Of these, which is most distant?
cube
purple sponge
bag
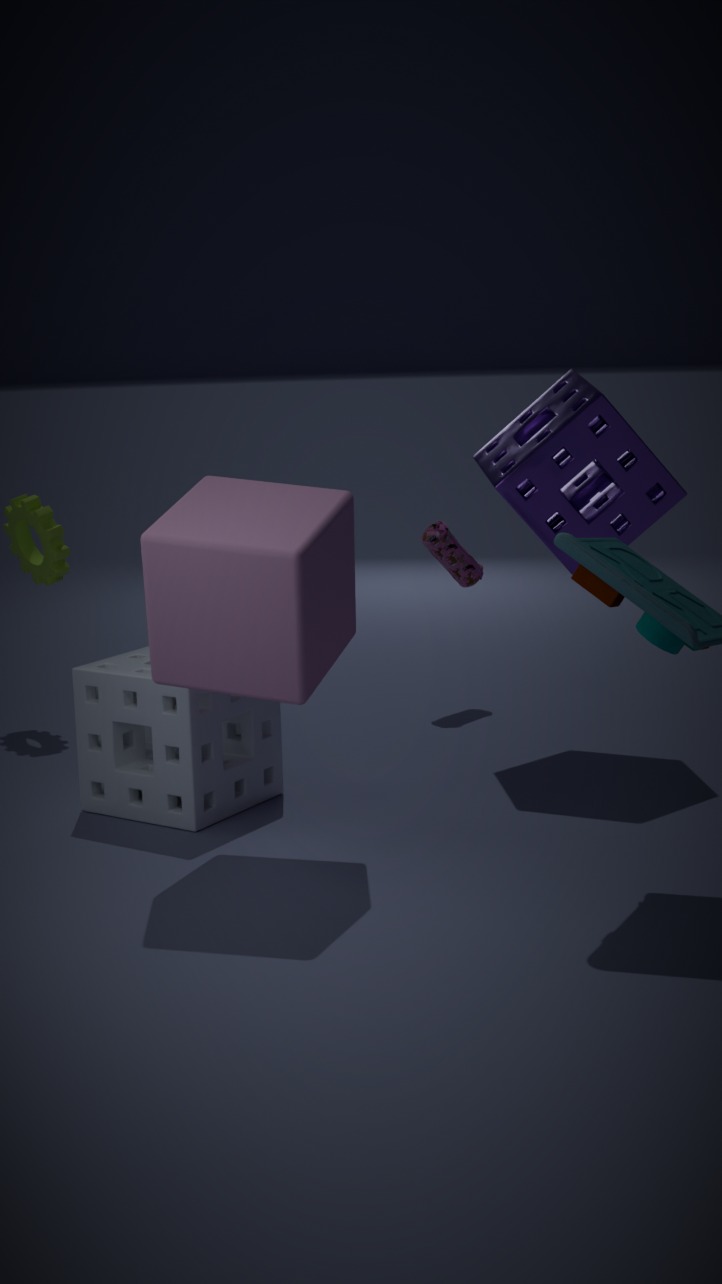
bag
